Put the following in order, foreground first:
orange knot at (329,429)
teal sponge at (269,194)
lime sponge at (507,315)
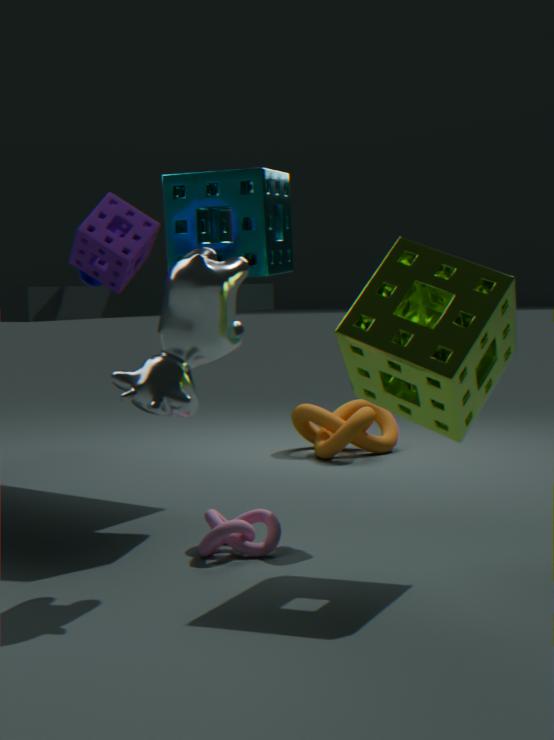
lime sponge at (507,315) < teal sponge at (269,194) < orange knot at (329,429)
